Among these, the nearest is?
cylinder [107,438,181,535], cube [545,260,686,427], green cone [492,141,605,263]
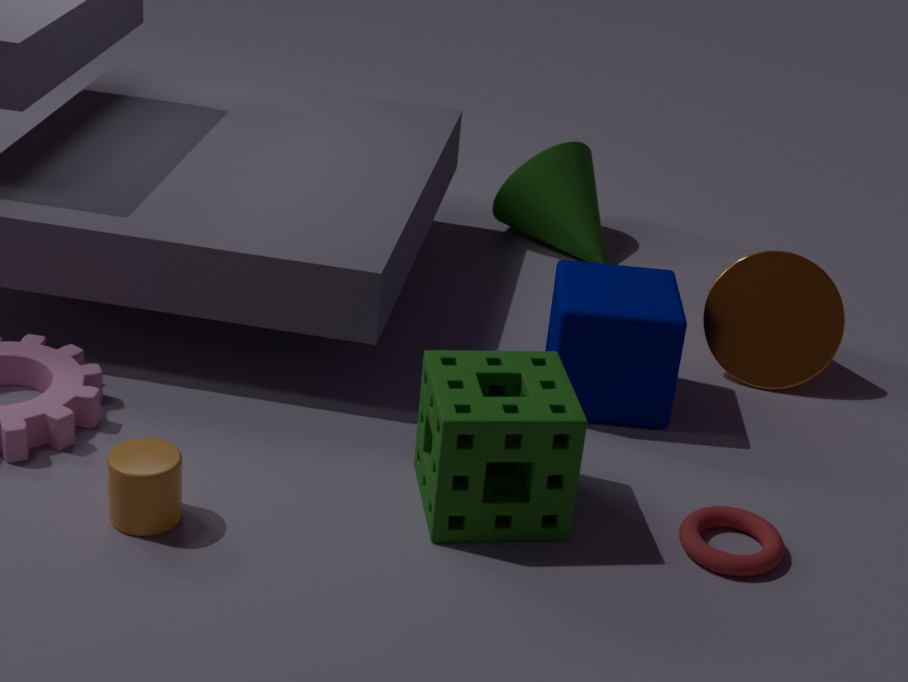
cylinder [107,438,181,535]
